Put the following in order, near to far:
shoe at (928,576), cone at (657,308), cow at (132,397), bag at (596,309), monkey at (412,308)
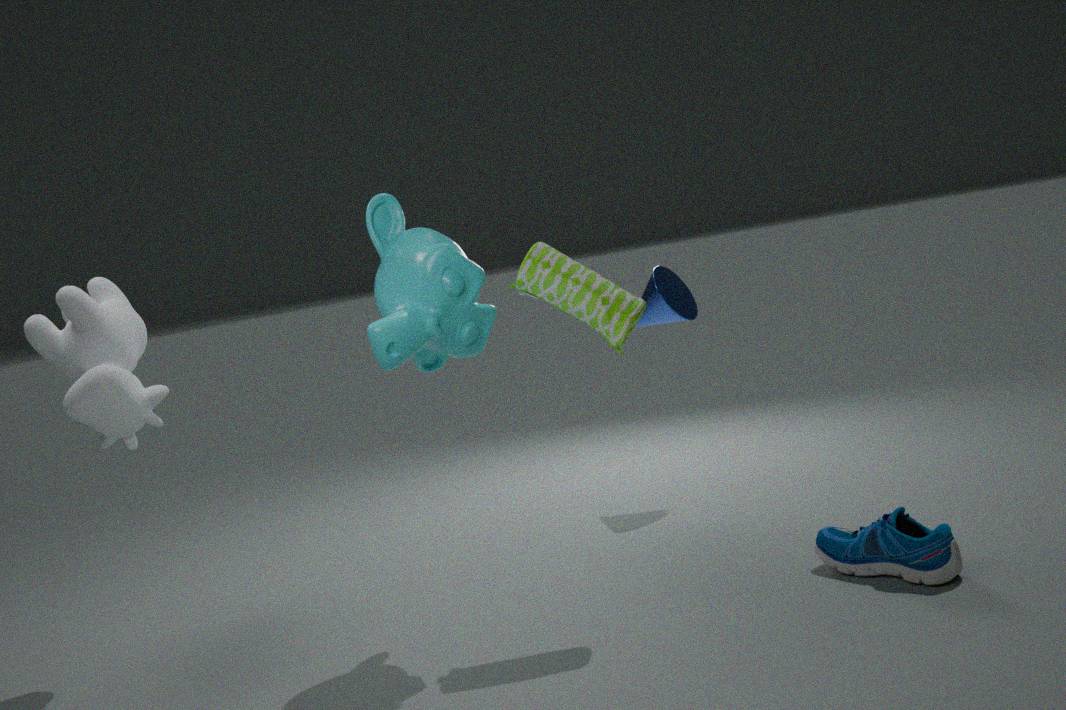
shoe at (928,576) → monkey at (412,308) → bag at (596,309) → cow at (132,397) → cone at (657,308)
